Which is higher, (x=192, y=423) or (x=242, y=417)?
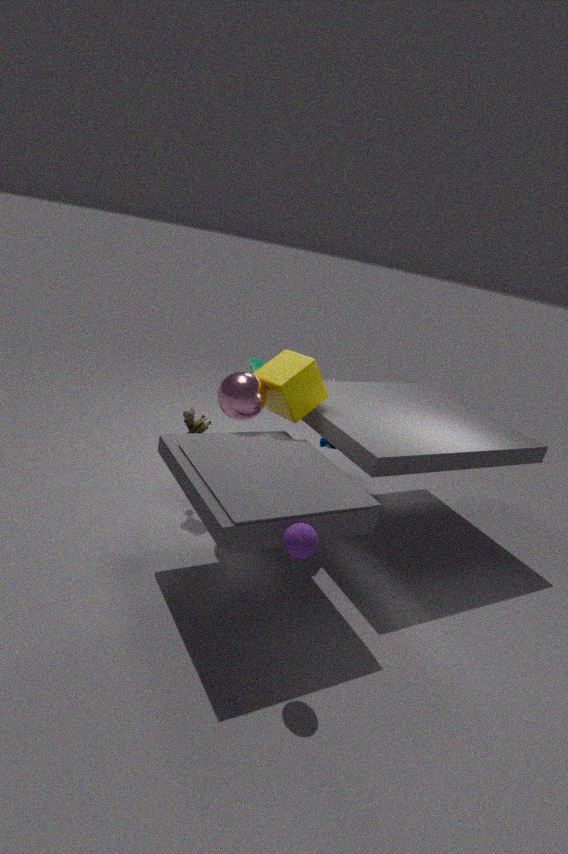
(x=242, y=417)
